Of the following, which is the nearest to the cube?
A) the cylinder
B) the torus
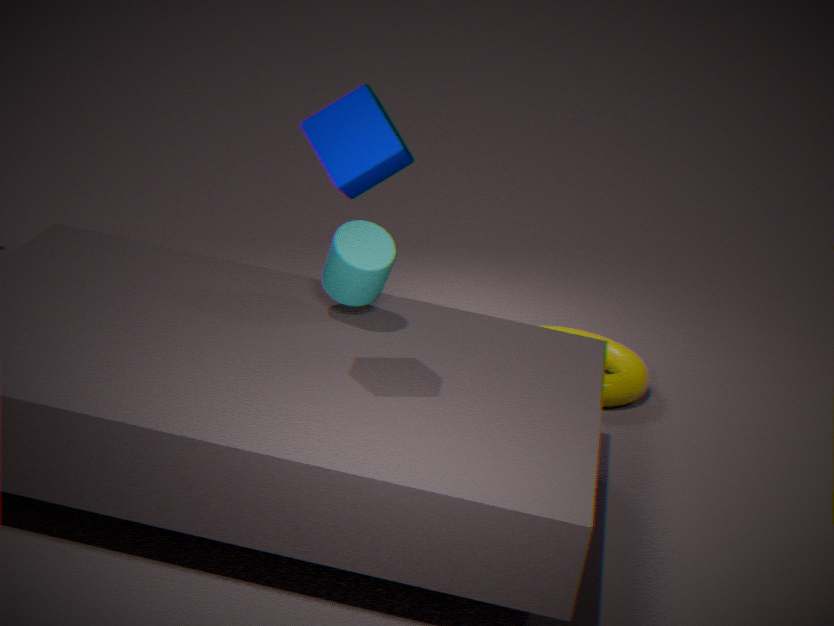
the cylinder
